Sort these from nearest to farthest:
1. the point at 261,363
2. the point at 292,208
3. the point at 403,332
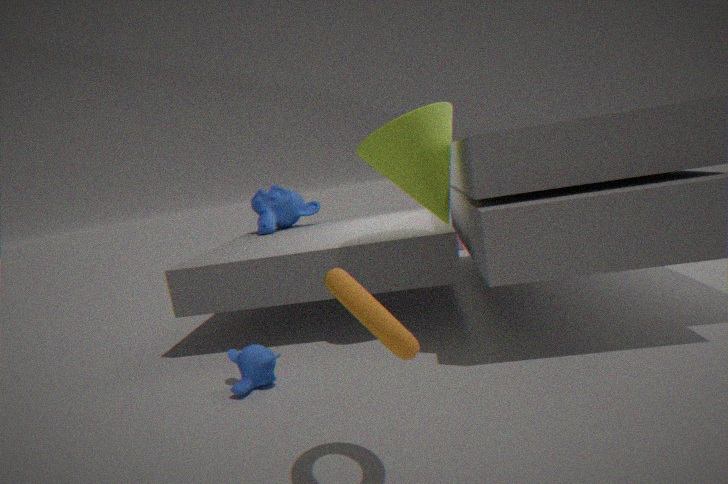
the point at 403,332 < the point at 261,363 < the point at 292,208
